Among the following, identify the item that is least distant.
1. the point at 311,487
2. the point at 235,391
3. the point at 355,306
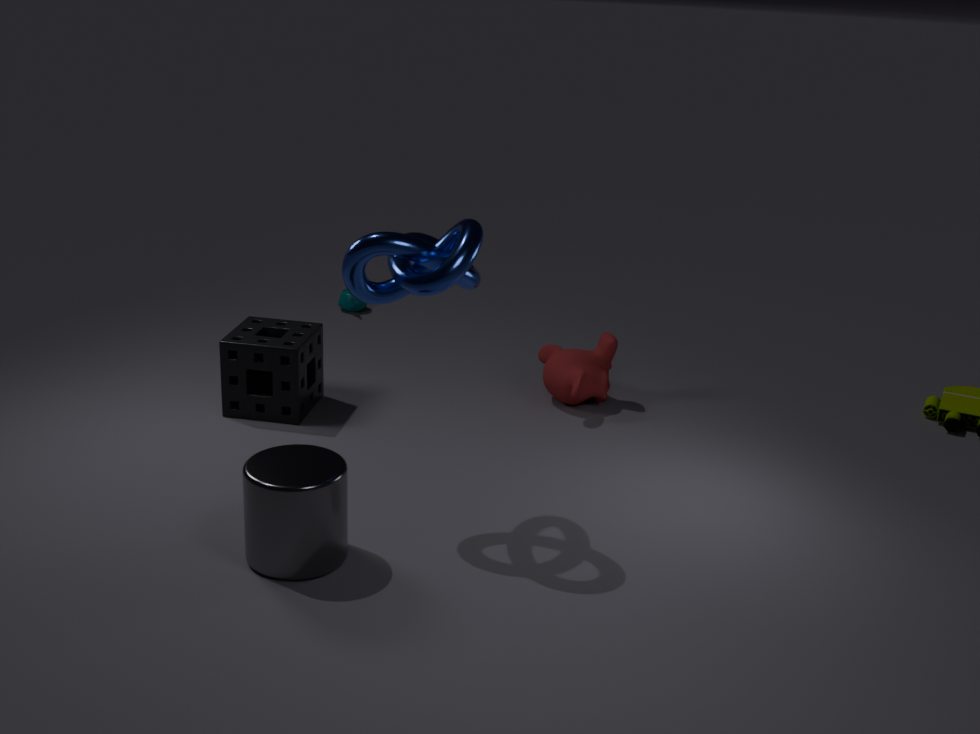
the point at 311,487
